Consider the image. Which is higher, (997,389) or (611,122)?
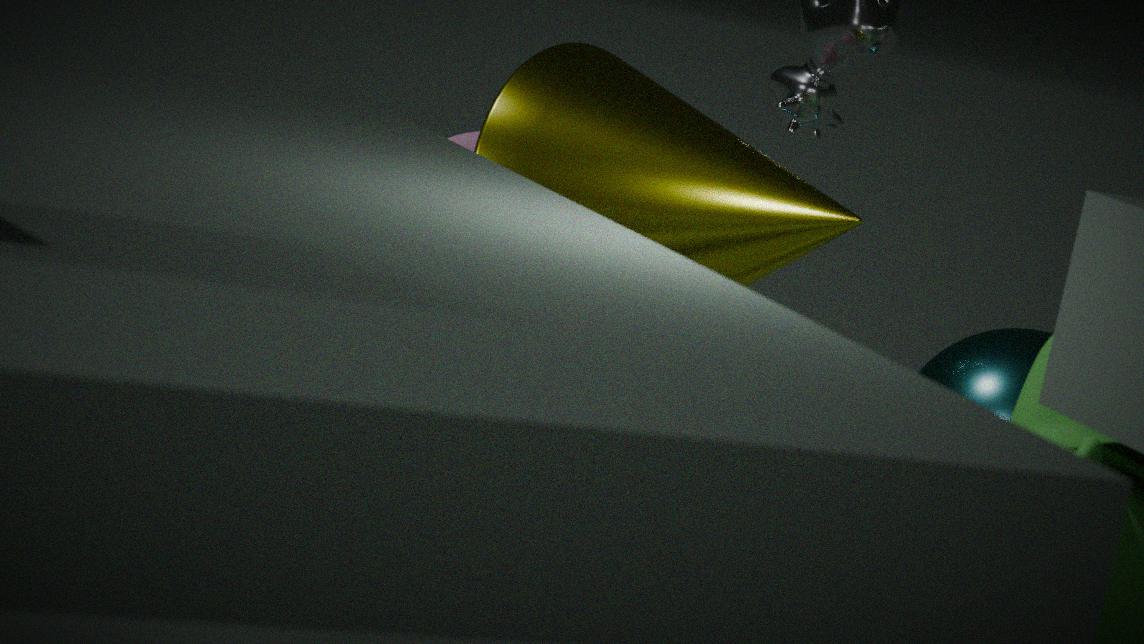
(611,122)
